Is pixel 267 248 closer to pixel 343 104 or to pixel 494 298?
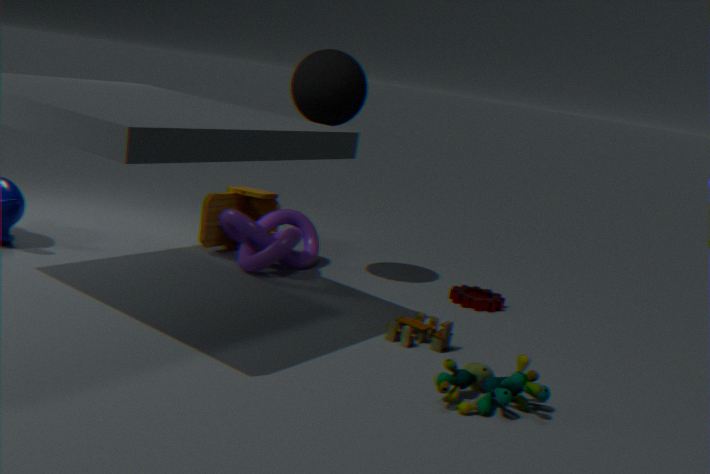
pixel 343 104
